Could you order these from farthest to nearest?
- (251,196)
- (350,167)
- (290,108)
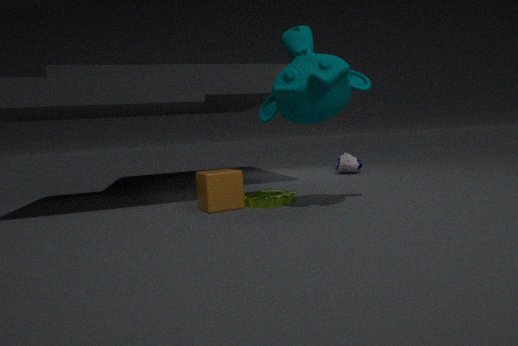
1. (350,167)
2. (251,196)
3. (290,108)
